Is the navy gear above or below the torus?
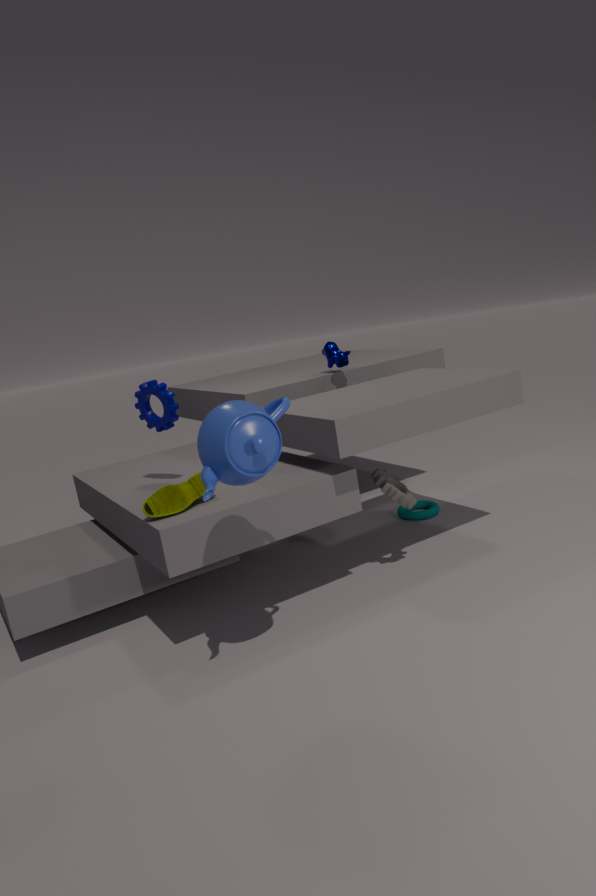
above
